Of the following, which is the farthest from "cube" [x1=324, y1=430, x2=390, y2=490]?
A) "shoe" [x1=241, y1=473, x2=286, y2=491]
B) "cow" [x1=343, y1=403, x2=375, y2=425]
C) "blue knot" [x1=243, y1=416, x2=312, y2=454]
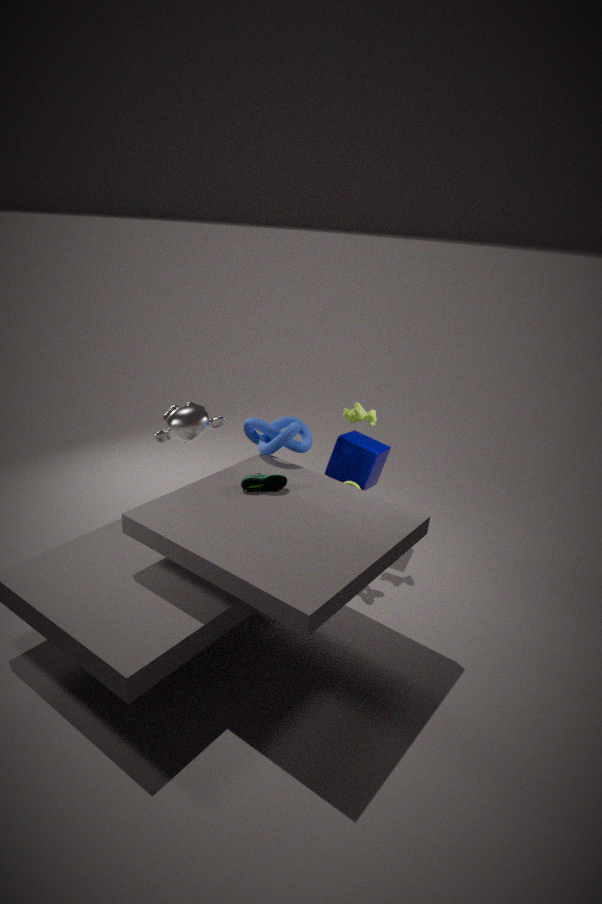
"shoe" [x1=241, y1=473, x2=286, y2=491]
